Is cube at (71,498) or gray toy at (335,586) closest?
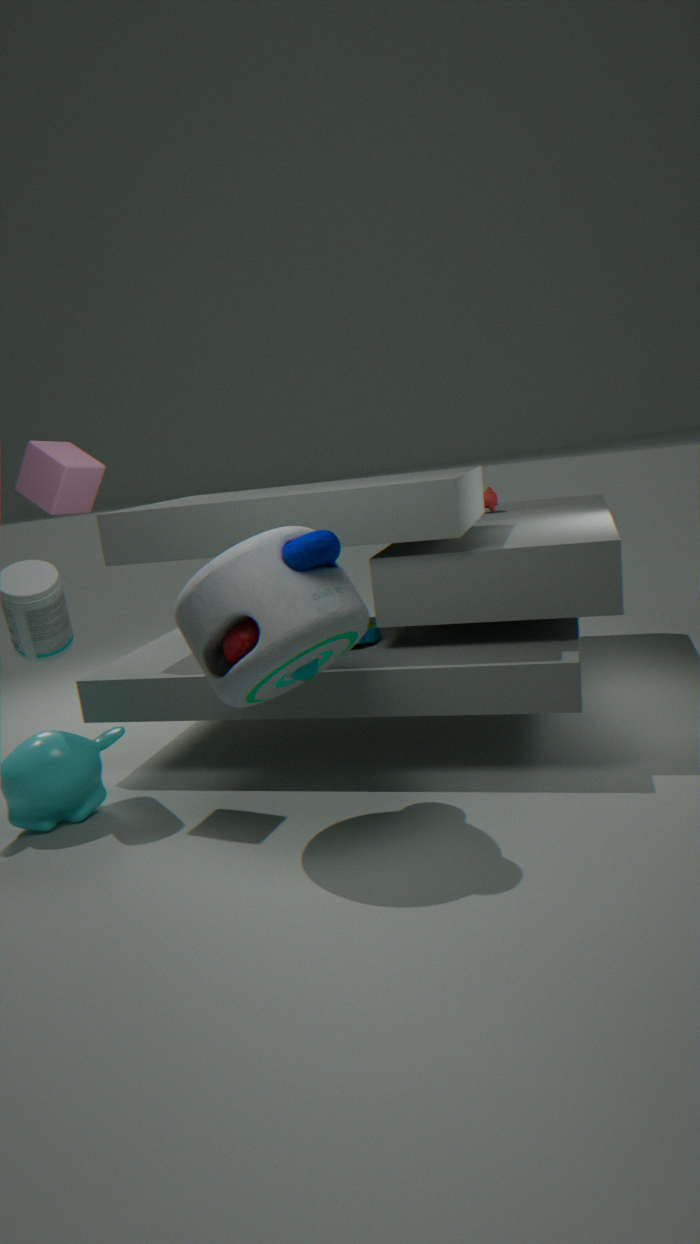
gray toy at (335,586)
